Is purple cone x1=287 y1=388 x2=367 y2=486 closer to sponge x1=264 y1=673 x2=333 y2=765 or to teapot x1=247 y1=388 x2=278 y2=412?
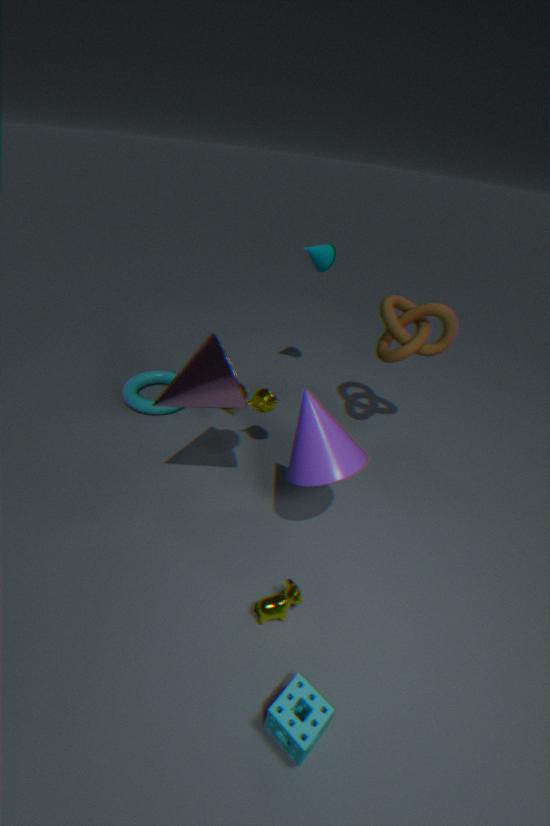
teapot x1=247 y1=388 x2=278 y2=412
